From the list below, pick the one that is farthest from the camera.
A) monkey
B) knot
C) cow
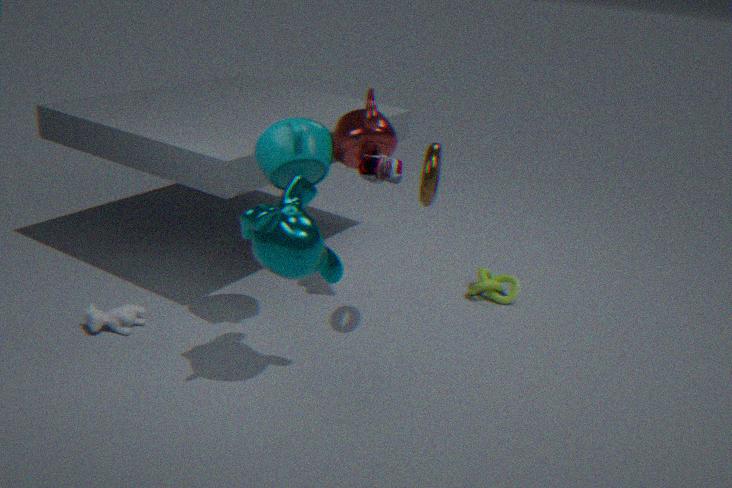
knot
